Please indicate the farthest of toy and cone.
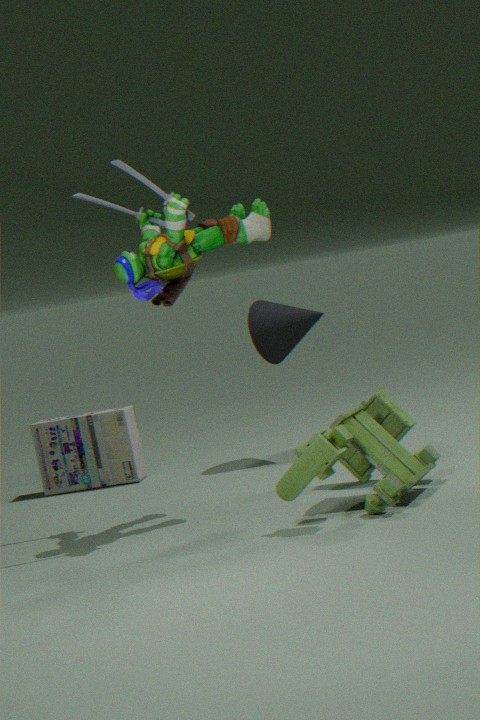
cone
